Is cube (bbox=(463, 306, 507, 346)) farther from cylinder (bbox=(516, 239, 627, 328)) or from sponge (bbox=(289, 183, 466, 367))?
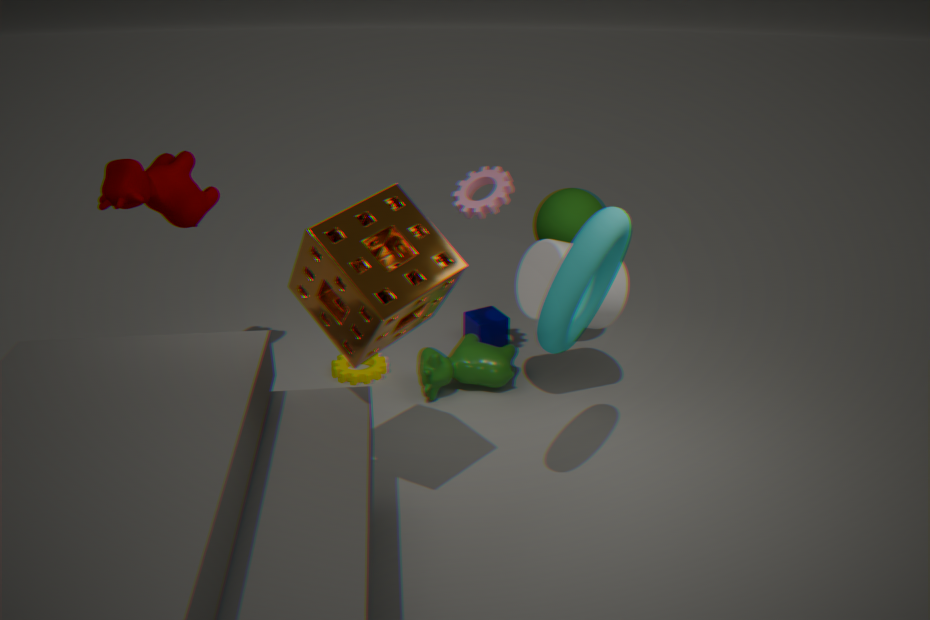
sponge (bbox=(289, 183, 466, 367))
